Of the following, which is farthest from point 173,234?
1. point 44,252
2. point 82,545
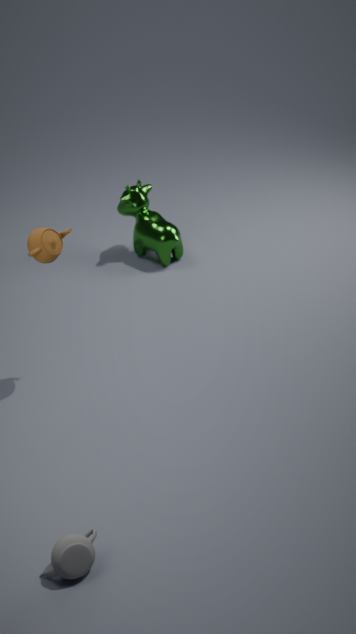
point 82,545
